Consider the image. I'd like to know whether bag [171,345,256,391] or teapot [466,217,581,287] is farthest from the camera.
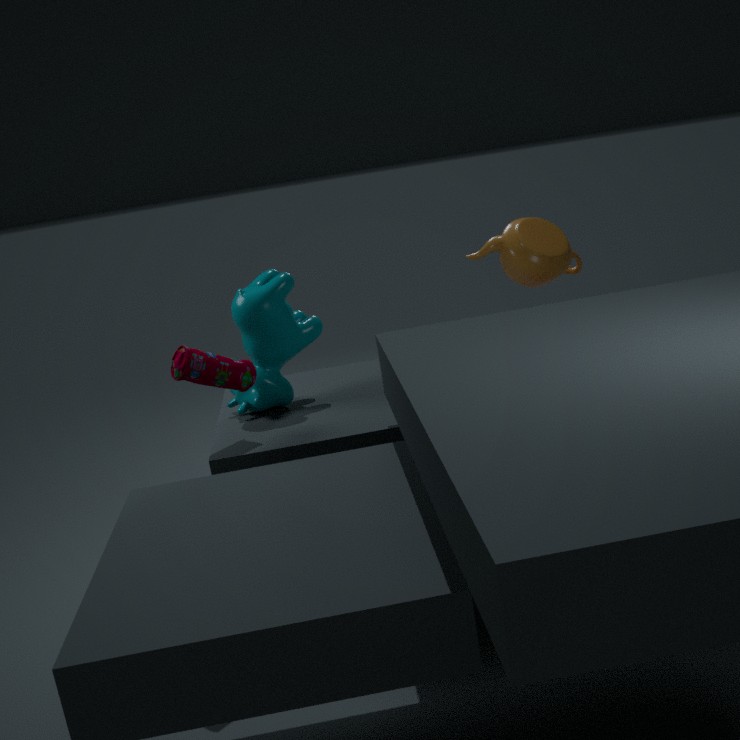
teapot [466,217,581,287]
